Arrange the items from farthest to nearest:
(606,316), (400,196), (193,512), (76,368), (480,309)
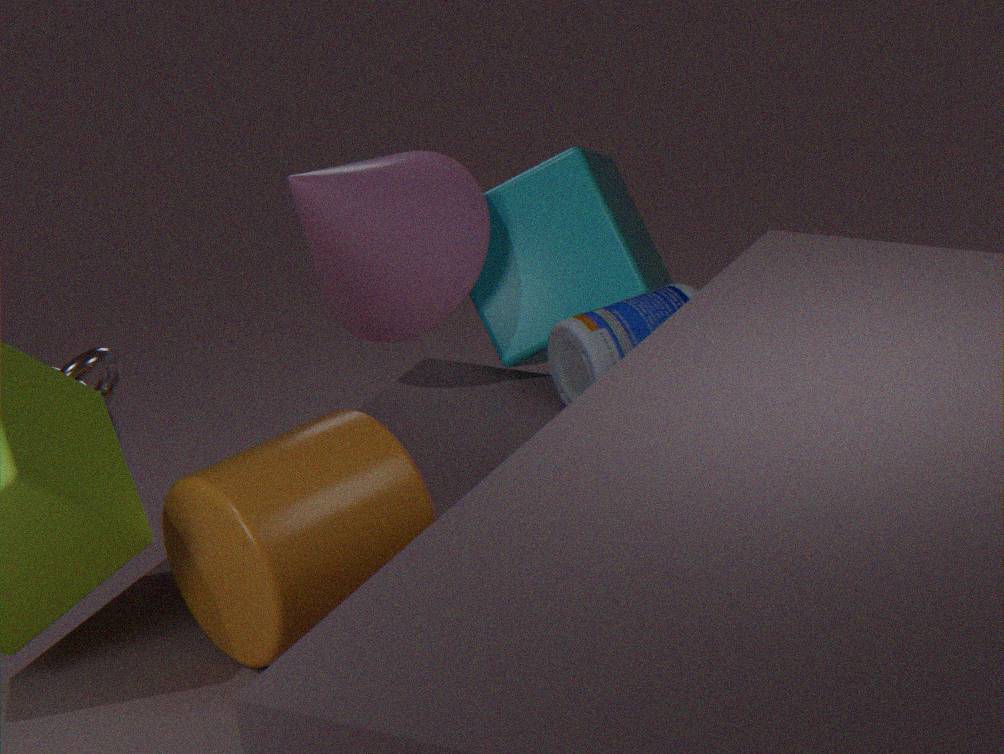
(480,309), (400,196), (606,316), (76,368), (193,512)
